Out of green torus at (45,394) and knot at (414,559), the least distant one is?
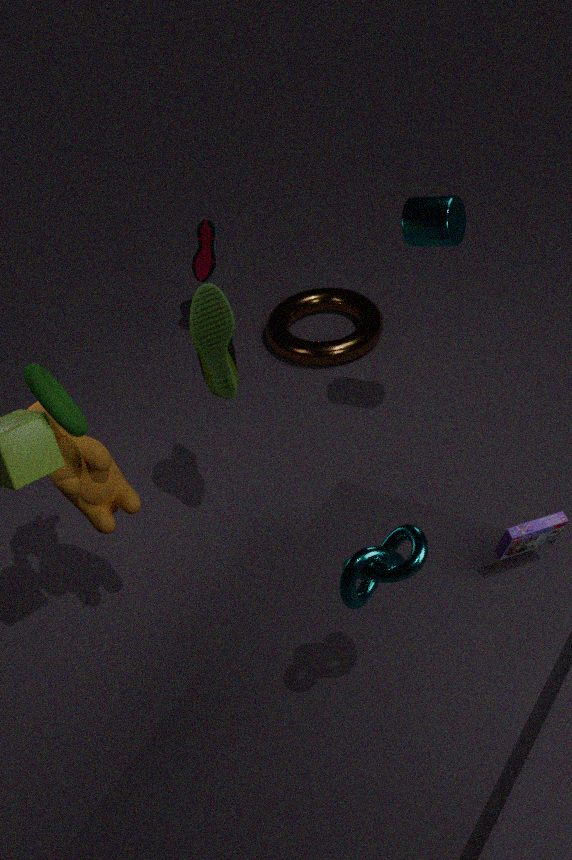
knot at (414,559)
